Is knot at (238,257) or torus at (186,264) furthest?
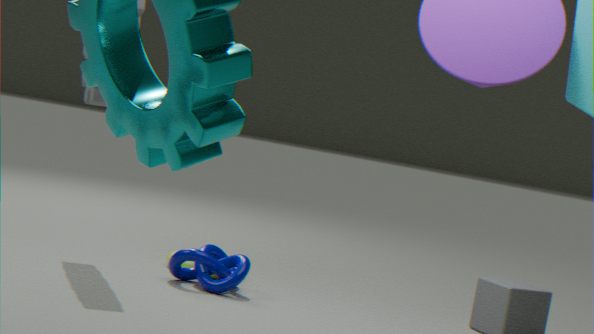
torus at (186,264)
